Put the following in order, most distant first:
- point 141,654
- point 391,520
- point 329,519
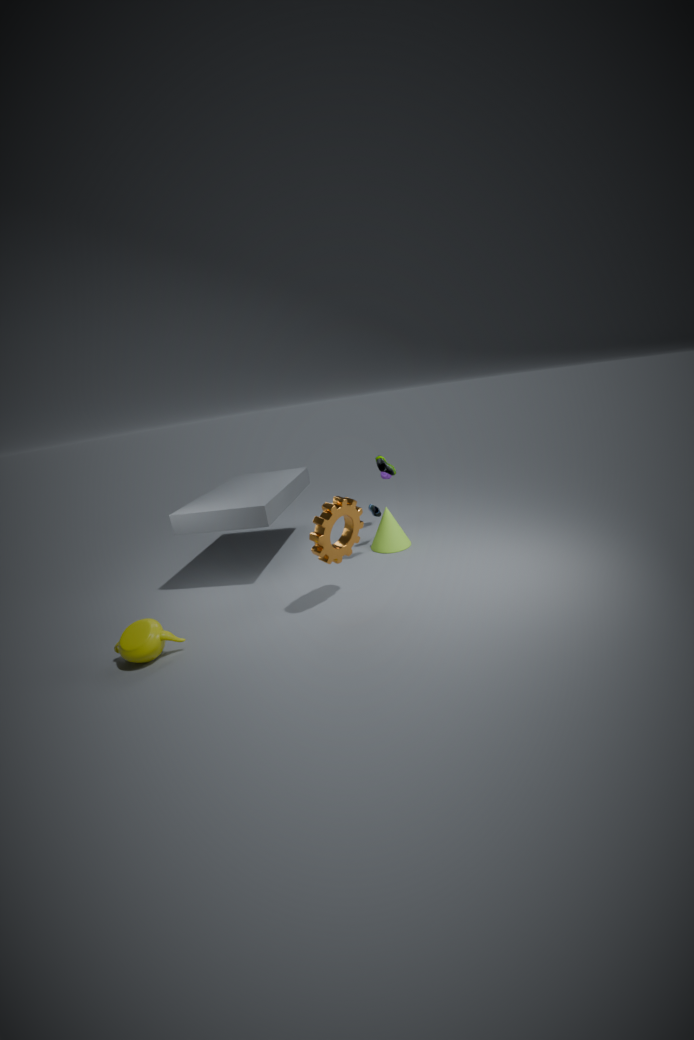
point 391,520 < point 329,519 < point 141,654
